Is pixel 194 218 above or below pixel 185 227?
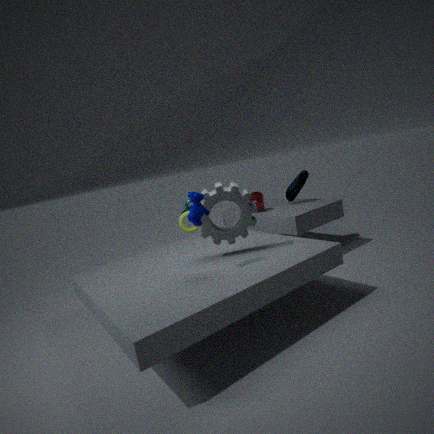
above
